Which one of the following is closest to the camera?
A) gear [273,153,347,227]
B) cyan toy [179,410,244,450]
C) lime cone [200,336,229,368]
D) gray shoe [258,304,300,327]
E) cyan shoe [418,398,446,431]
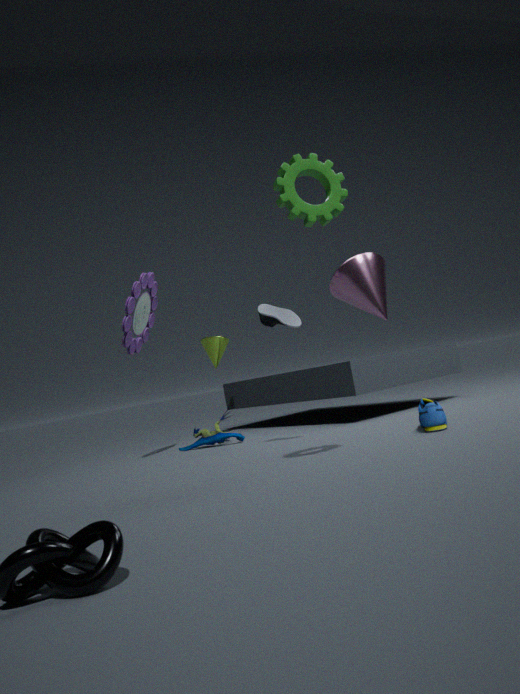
gear [273,153,347,227]
